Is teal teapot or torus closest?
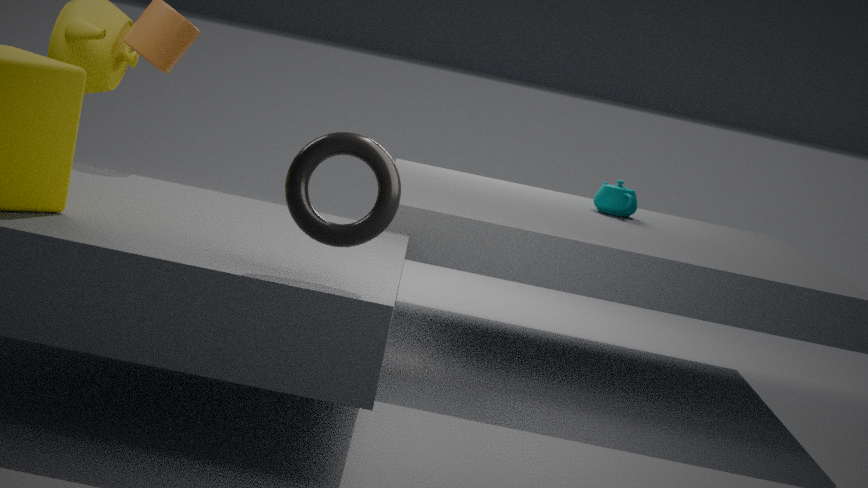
torus
